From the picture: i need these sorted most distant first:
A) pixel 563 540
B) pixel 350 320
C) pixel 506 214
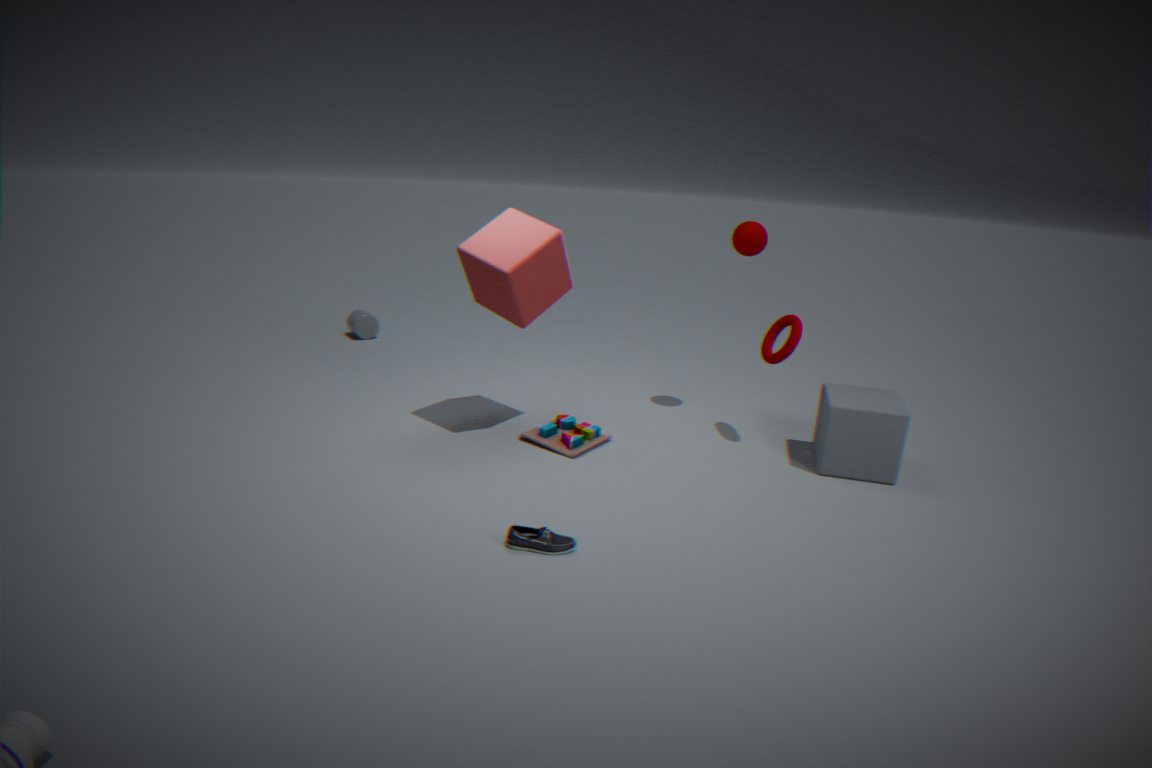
pixel 350 320
pixel 506 214
pixel 563 540
